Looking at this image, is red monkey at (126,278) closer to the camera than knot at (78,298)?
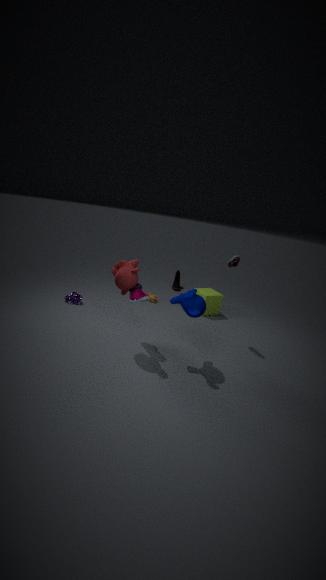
Yes
